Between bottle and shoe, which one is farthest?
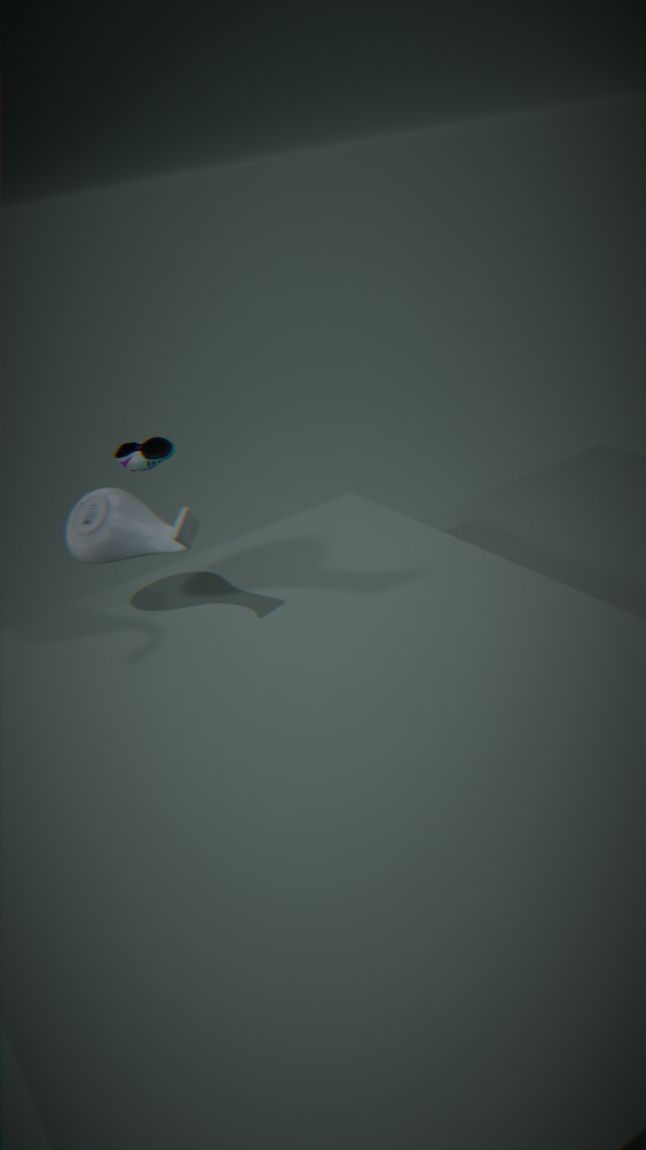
shoe
